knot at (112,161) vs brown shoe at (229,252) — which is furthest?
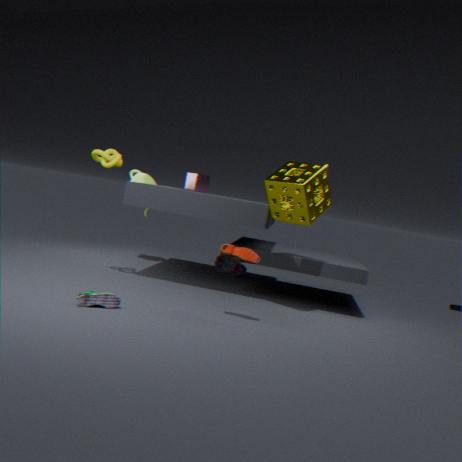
knot at (112,161)
